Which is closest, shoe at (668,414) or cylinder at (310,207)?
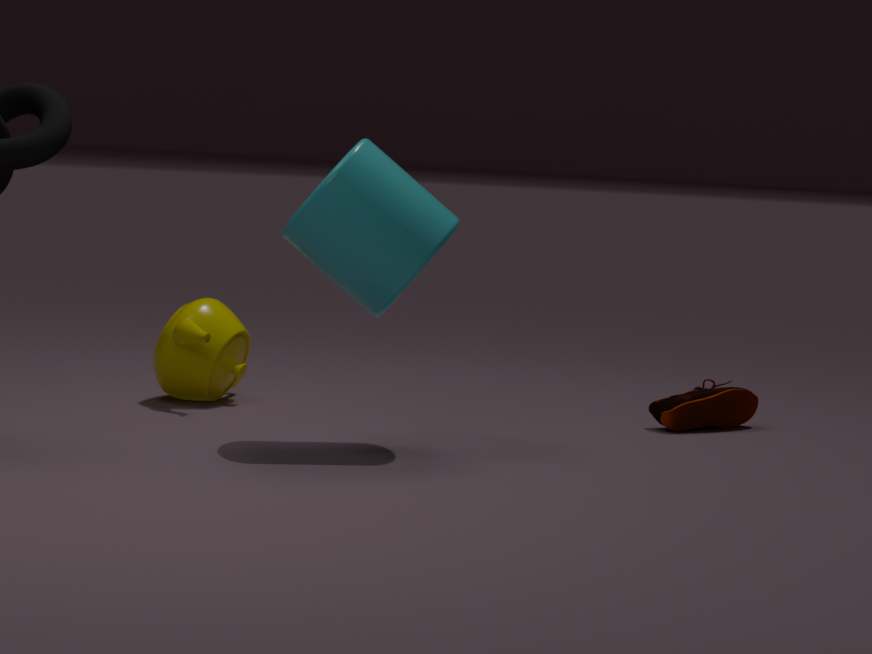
cylinder at (310,207)
